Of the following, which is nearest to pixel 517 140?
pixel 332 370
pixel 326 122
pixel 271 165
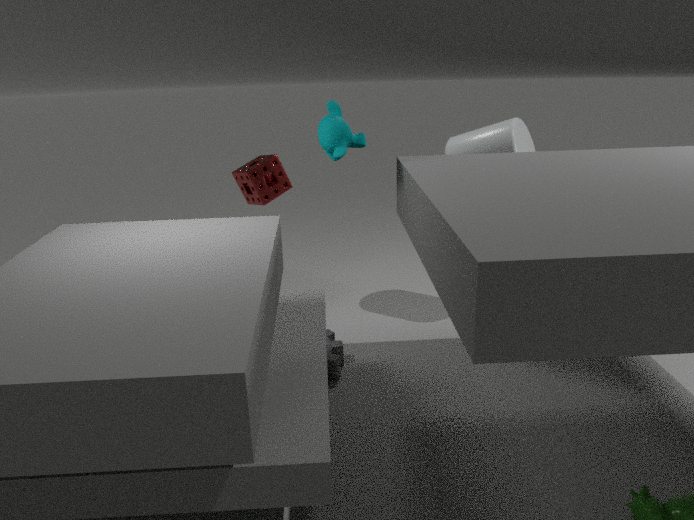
pixel 326 122
